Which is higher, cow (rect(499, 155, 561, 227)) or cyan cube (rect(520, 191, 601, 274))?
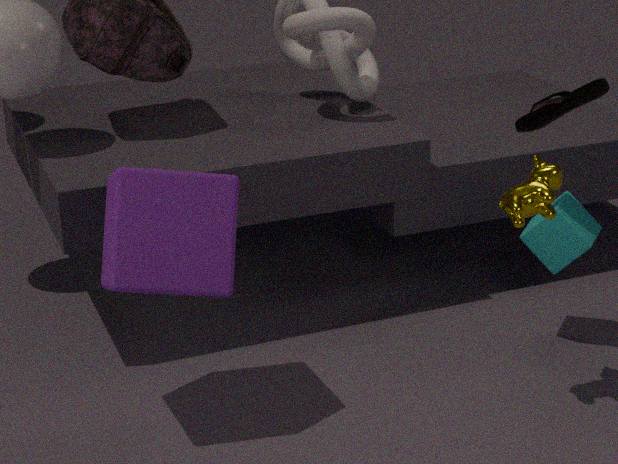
cow (rect(499, 155, 561, 227))
